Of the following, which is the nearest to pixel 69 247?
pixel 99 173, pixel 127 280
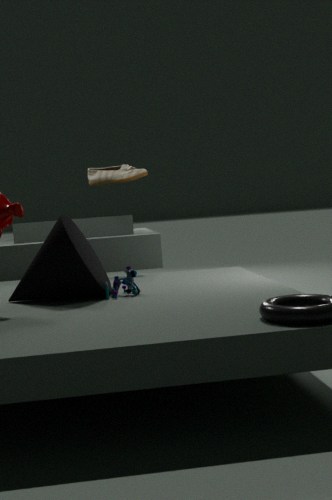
pixel 127 280
